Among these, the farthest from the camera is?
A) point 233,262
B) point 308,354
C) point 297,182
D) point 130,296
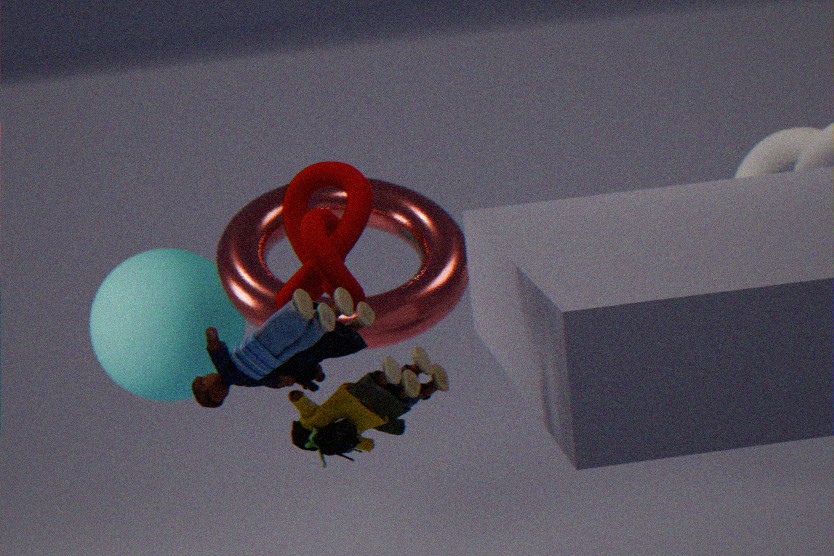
point 130,296
